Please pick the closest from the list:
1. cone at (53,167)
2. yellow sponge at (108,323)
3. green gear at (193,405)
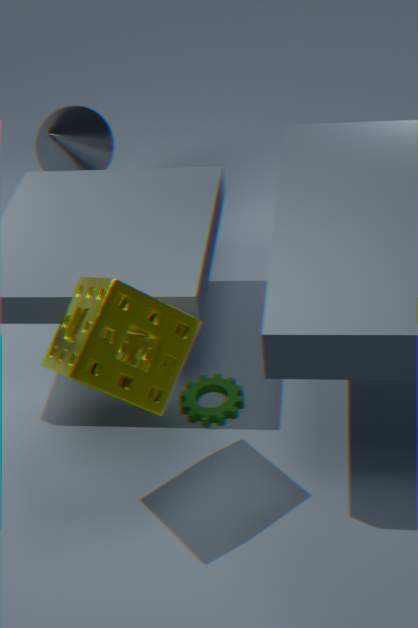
yellow sponge at (108,323)
